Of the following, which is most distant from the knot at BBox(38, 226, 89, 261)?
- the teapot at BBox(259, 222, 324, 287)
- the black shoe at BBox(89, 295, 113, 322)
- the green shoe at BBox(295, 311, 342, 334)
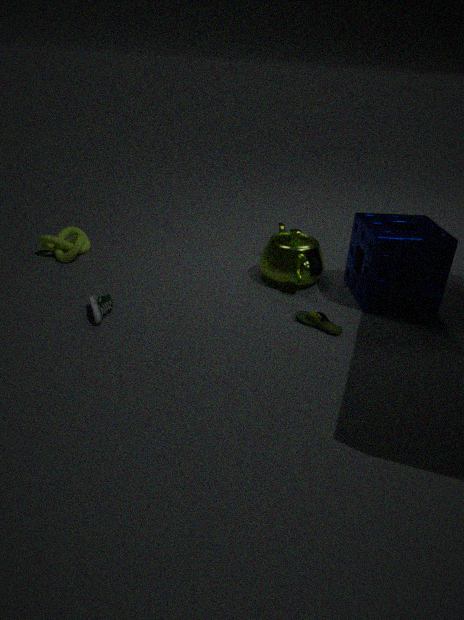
the green shoe at BBox(295, 311, 342, 334)
